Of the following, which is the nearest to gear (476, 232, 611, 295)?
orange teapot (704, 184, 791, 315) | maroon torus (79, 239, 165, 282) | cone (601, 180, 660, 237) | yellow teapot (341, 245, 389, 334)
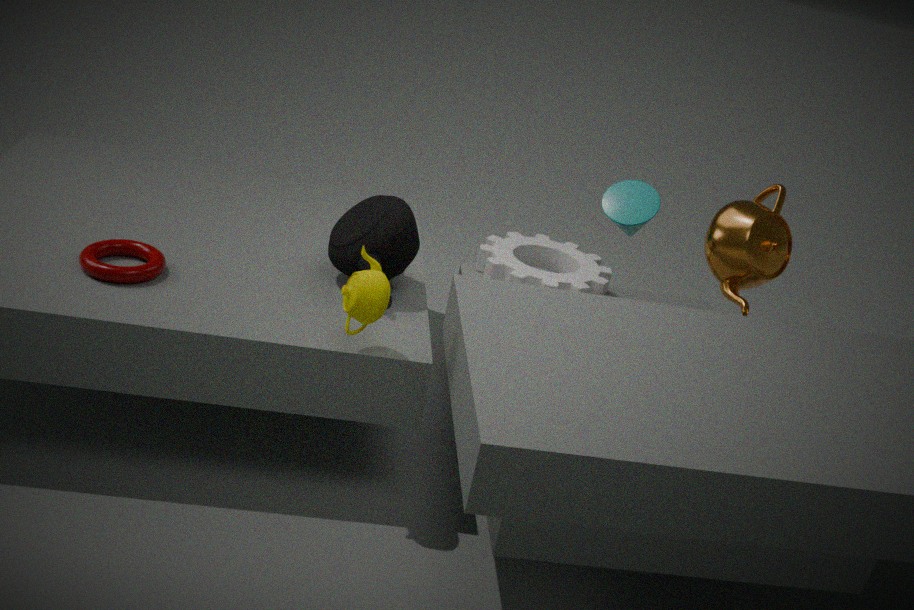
cone (601, 180, 660, 237)
